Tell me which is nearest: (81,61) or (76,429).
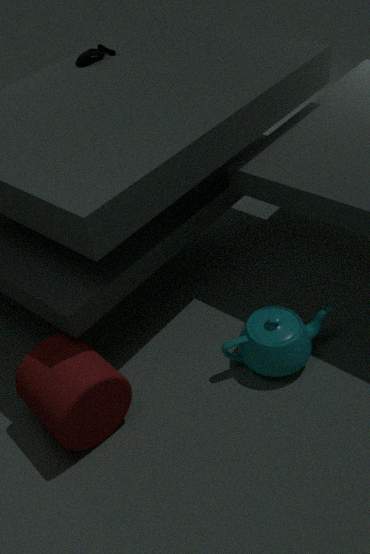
(76,429)
